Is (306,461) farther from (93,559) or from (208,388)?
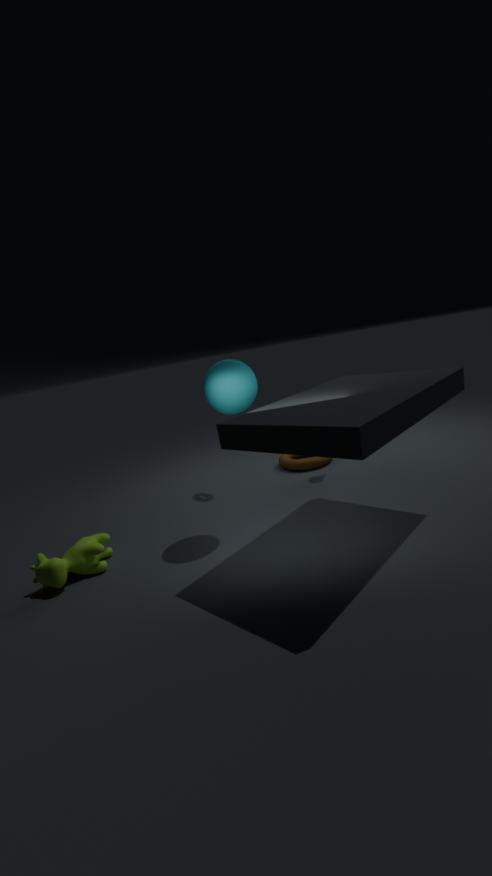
(93,559)
